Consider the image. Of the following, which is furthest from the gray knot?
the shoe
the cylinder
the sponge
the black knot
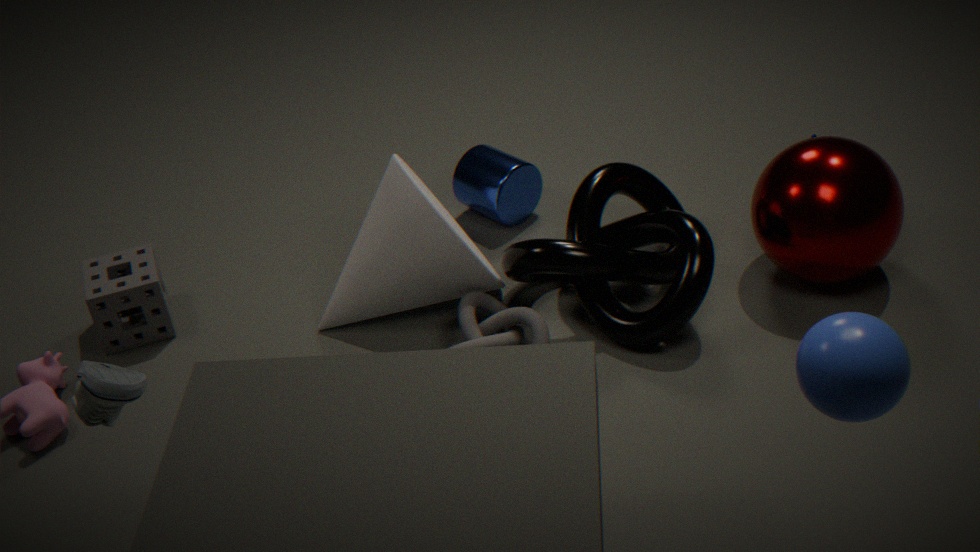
the shoe
